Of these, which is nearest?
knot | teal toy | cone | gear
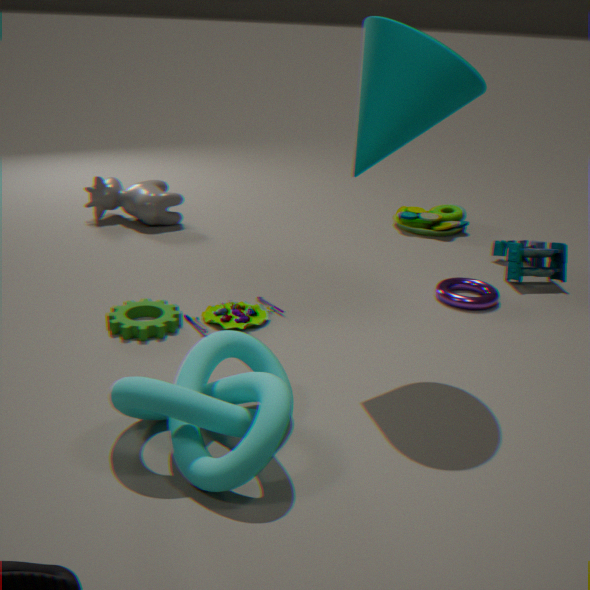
knot
